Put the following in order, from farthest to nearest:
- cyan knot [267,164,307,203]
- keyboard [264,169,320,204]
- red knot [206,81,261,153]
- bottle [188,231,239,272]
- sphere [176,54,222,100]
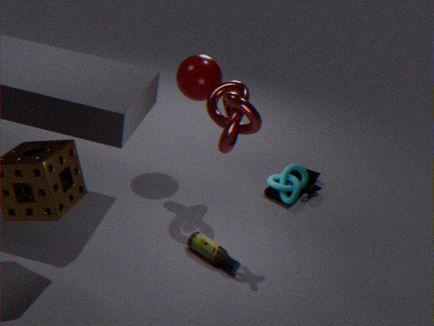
1. keyboard [264,169,320,204]
2. sphere [176,54,222,100]
3. red knot [206,81,261,153]
4. bottle [188,231,239,272]
5. cyan knot [267,164,307,203]
